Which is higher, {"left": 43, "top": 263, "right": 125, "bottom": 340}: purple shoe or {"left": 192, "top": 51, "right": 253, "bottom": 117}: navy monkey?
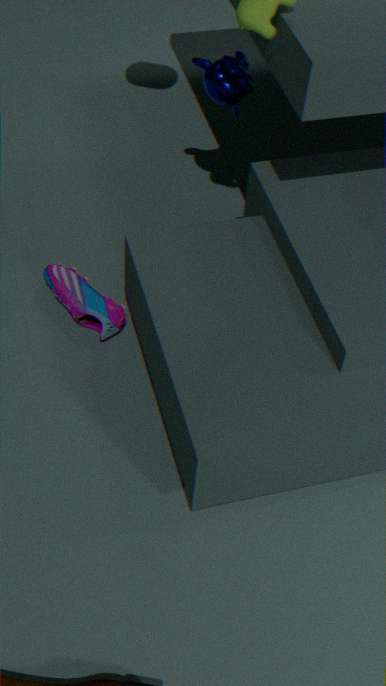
{"left": 192, "top": 51, "right": 253, "bottom": 117}: navy monkey
